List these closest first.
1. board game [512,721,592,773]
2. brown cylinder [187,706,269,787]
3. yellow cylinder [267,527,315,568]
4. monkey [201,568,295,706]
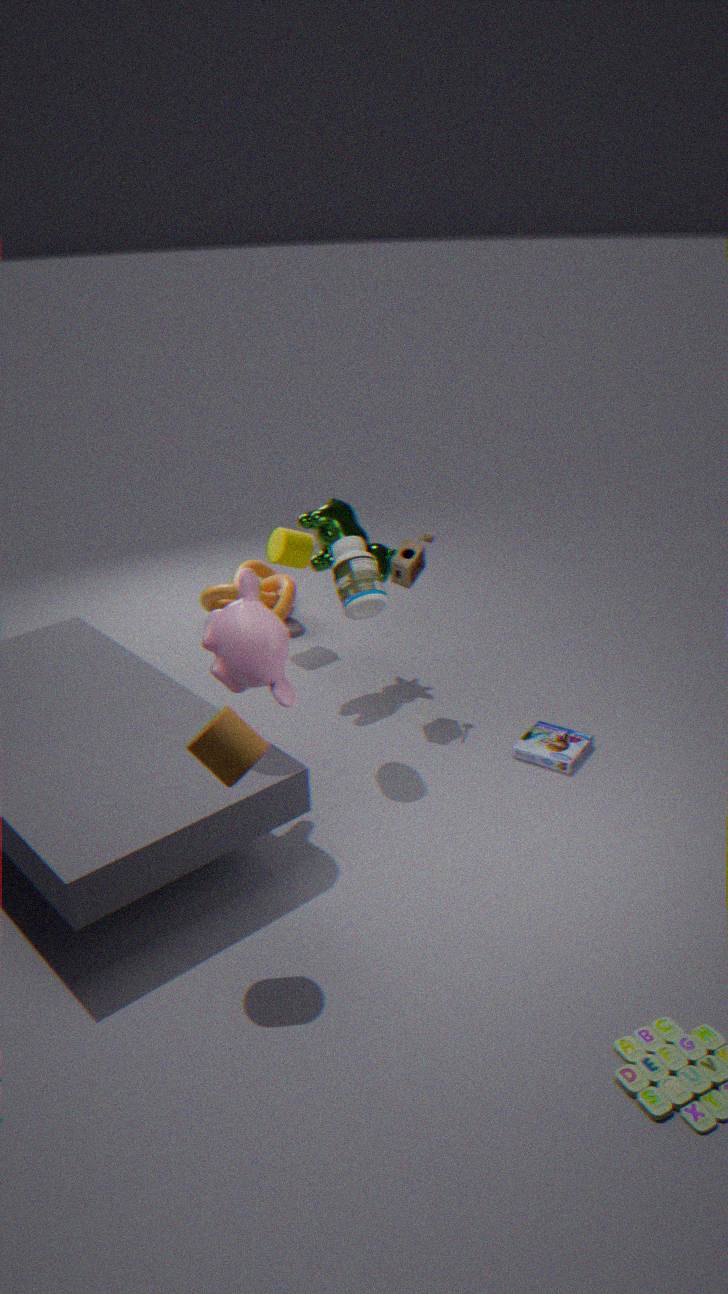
brown cylinder [187,706,269,787] < monkey [201,568,295,706] < board game [512,721,592,773] < yellow cylinder [267,527,315,568]
